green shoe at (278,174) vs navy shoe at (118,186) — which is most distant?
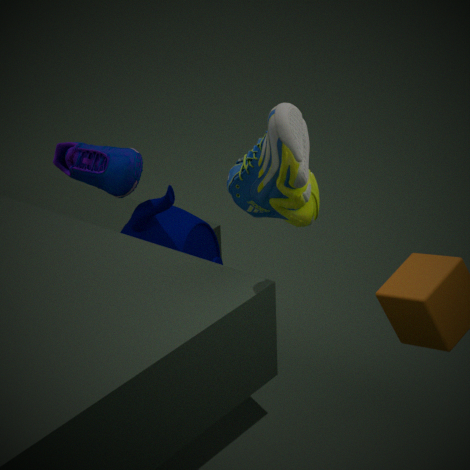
navy shoe at (118,186)
